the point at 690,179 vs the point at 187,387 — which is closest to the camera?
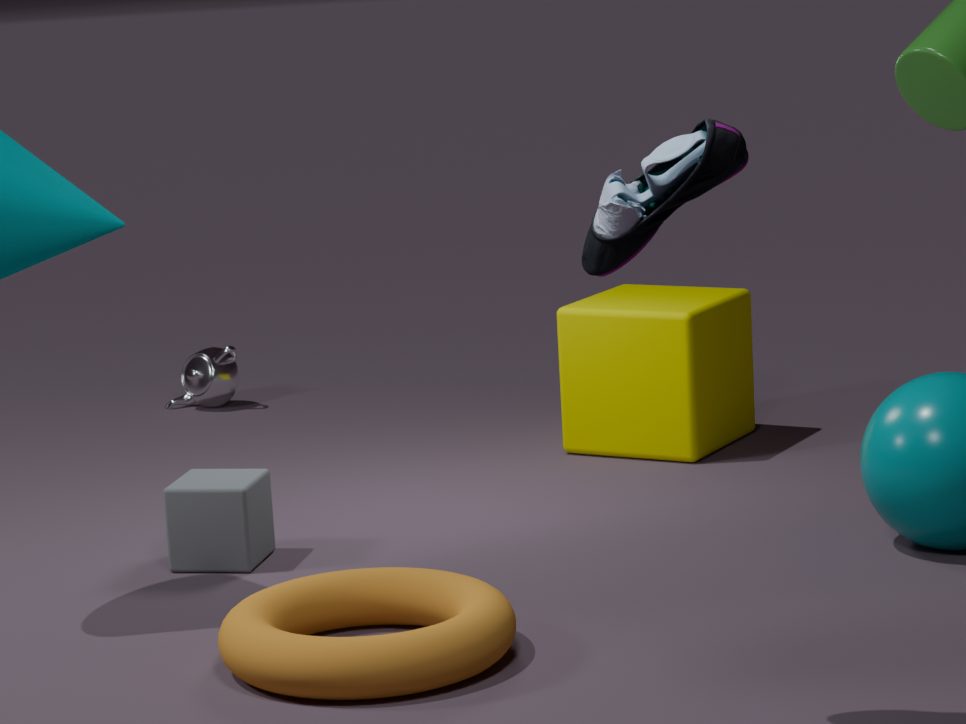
the point at 690,179
